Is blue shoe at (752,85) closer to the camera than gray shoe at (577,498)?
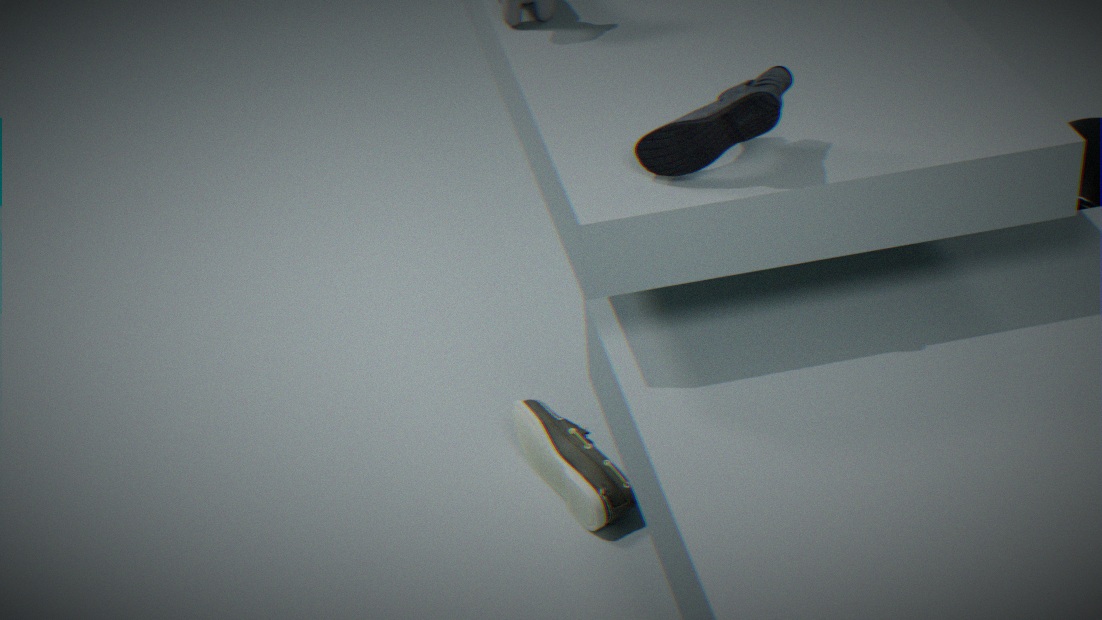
Yes
